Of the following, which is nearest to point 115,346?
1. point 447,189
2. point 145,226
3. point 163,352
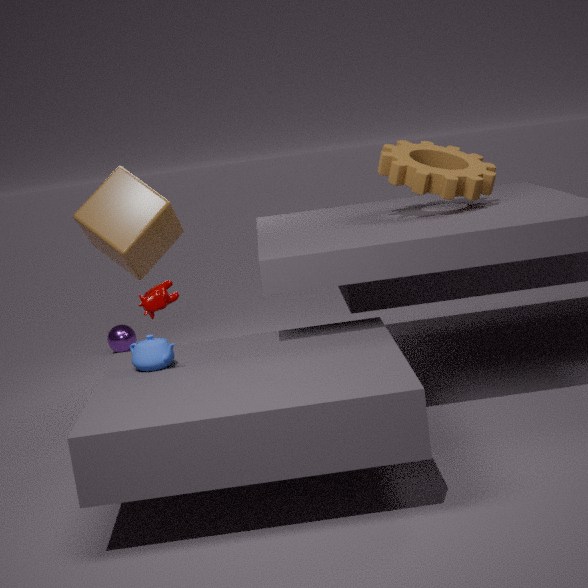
point 145,226
